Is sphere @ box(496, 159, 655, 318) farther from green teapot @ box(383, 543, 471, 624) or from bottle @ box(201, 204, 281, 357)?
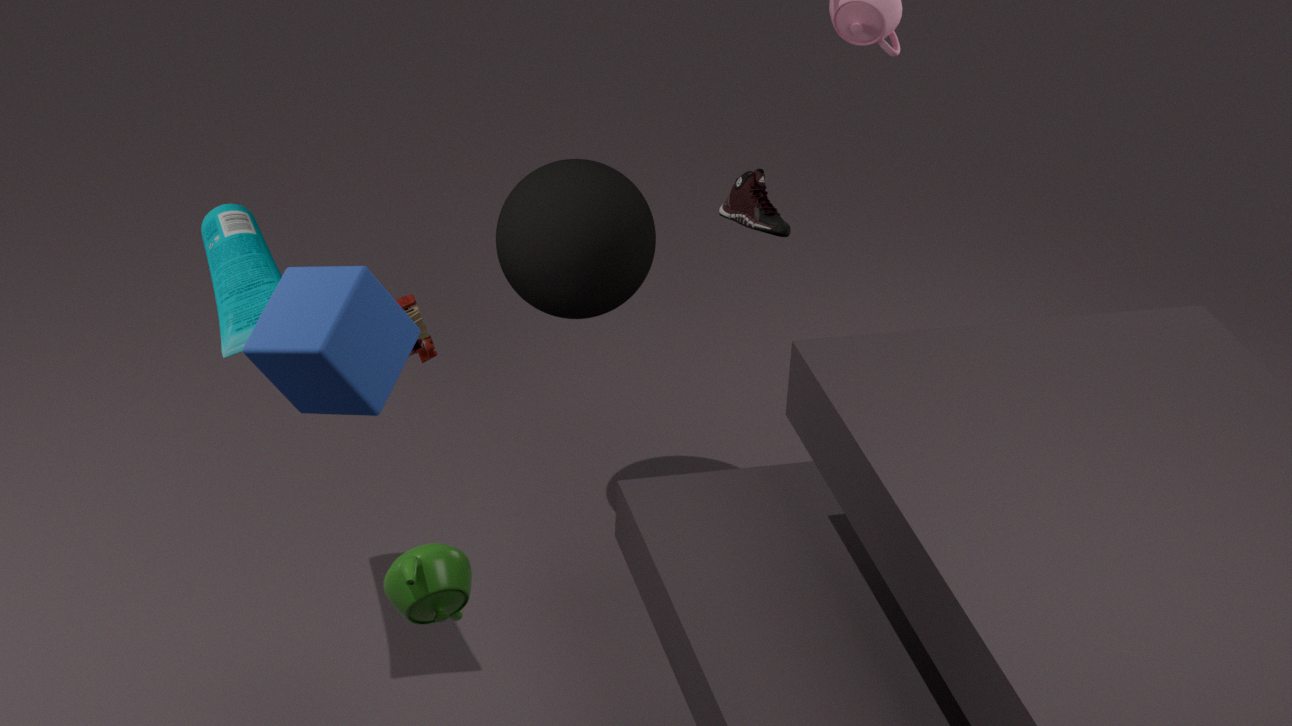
green teapot @ box(383, 543, 471, 624)
